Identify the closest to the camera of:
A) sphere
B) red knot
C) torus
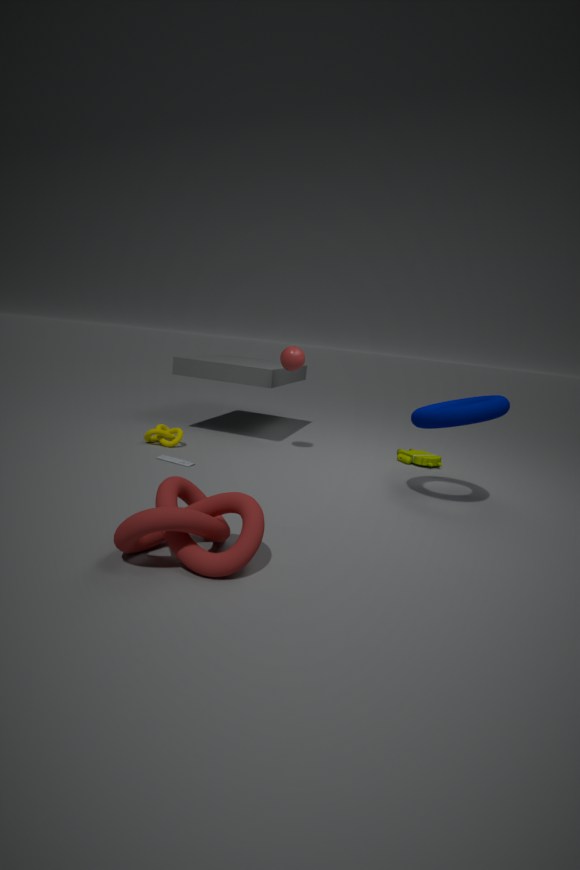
red knot
